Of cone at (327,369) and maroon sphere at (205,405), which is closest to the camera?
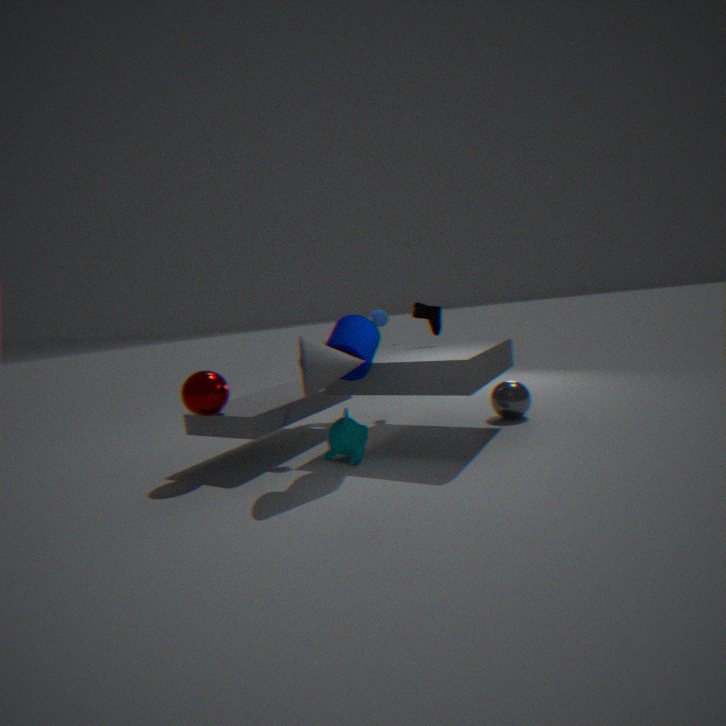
cone at (327,369)
